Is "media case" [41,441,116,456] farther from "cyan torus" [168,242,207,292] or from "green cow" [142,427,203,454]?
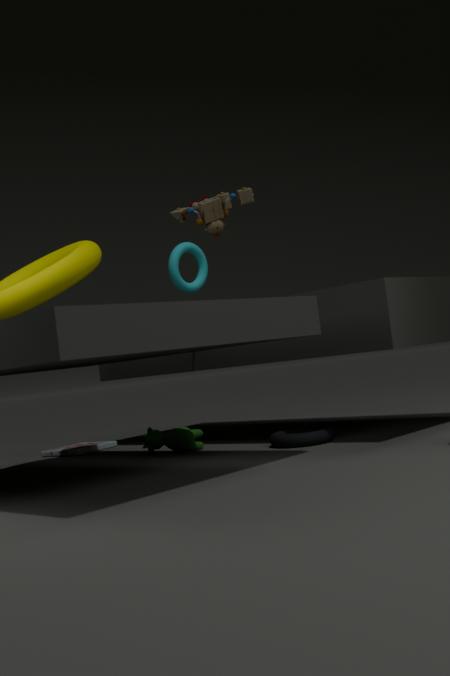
"cyan torus" [168,242,207,292]
